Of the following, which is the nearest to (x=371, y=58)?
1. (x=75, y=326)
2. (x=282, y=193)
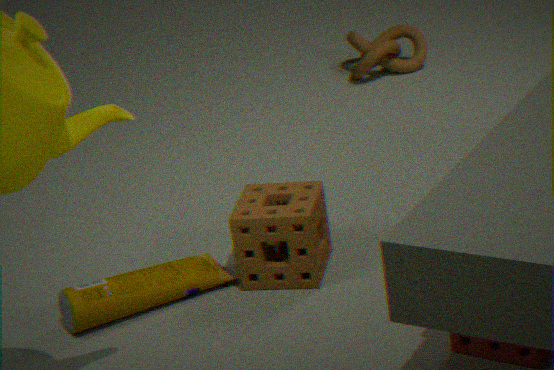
(x=282, y=193)
